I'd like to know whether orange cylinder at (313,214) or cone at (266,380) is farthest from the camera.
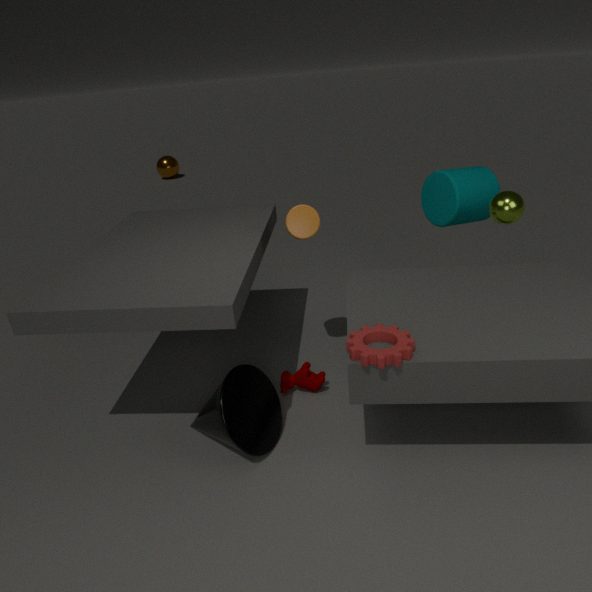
orange cylinder at (313,214)
